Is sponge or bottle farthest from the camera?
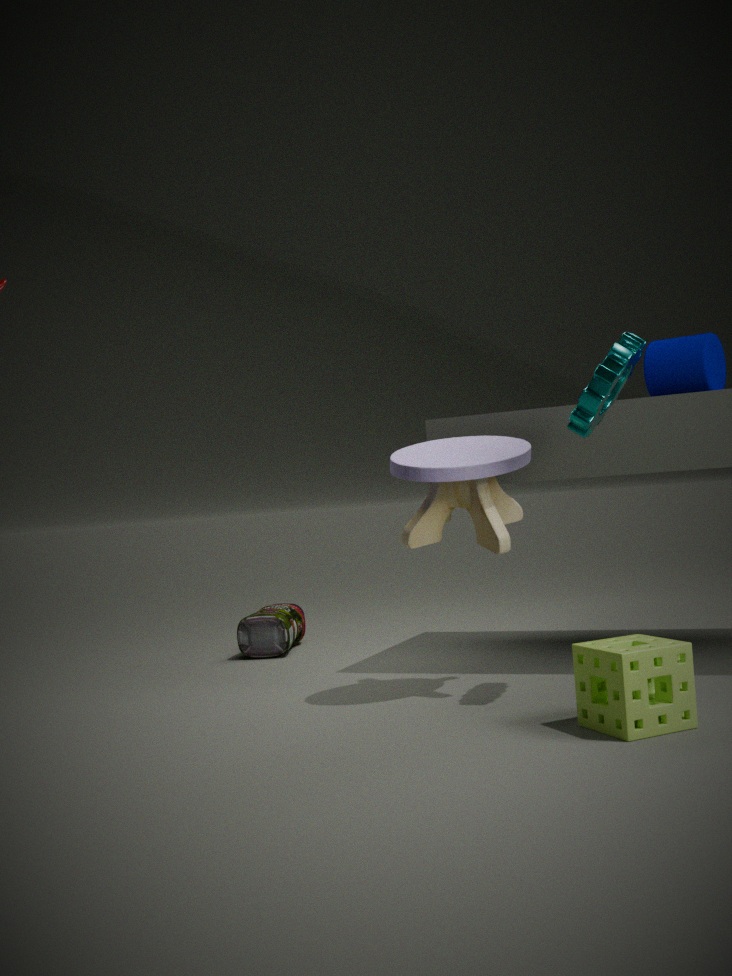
bottle
